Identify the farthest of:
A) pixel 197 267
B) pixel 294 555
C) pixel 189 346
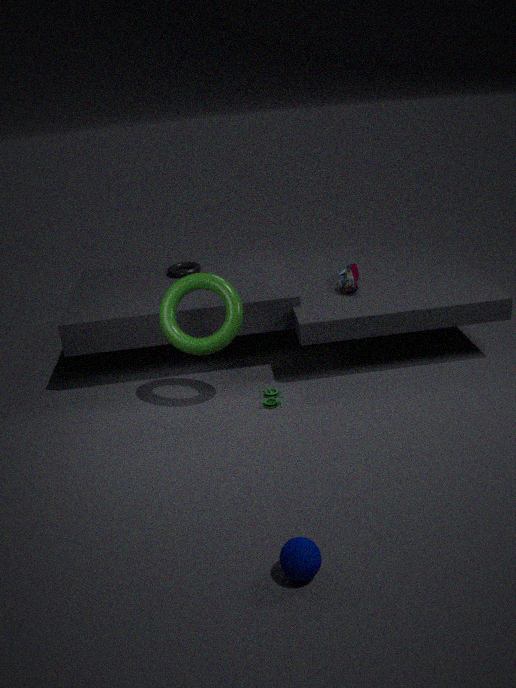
A. pixel 197 267
